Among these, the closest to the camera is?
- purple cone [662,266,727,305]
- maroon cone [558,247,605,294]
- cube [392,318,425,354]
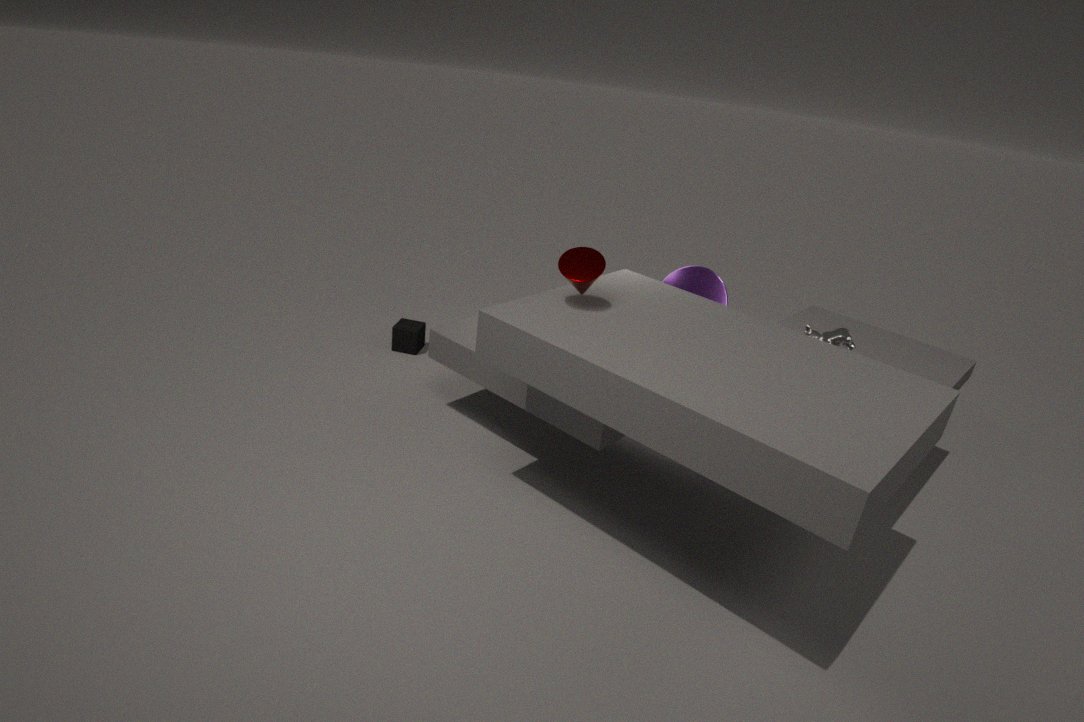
maroon cone [558,247,605,294]
